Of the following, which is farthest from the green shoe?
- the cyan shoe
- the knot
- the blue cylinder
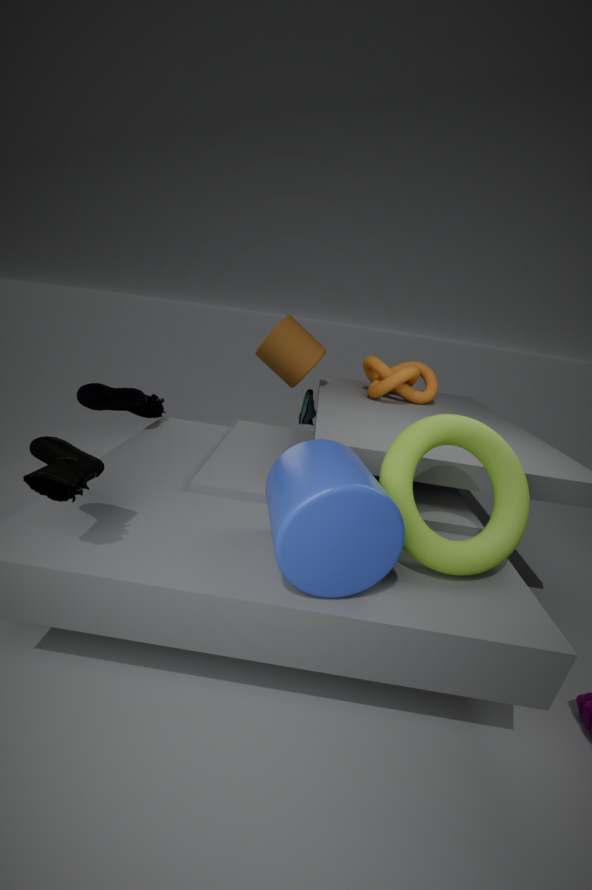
the cyan shoe
